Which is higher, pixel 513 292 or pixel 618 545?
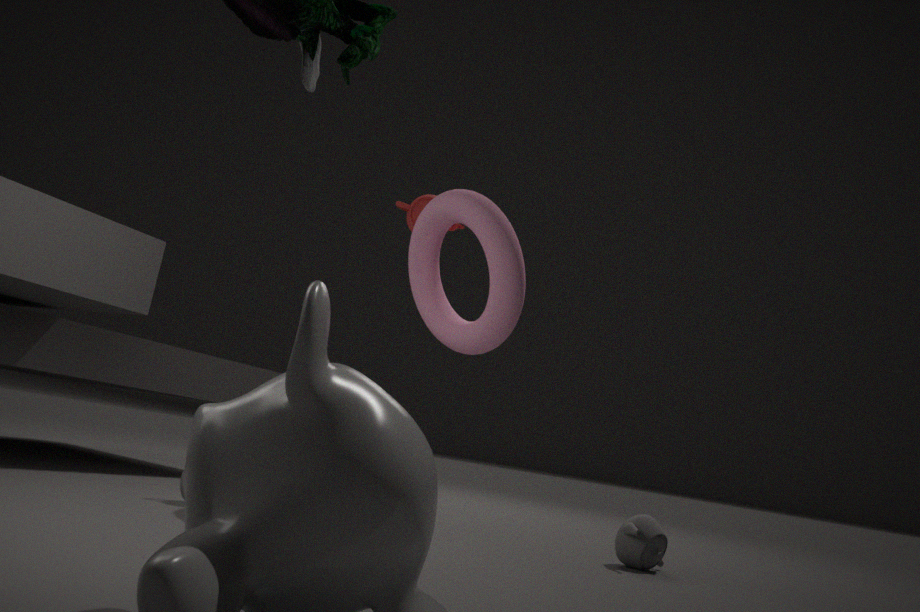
pixel 513 292
